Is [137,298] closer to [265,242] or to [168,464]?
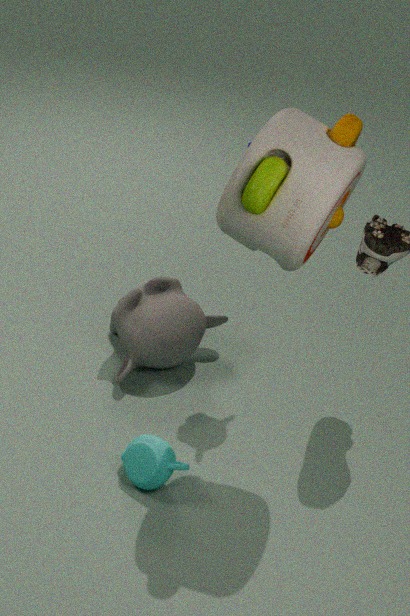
[168,464]
